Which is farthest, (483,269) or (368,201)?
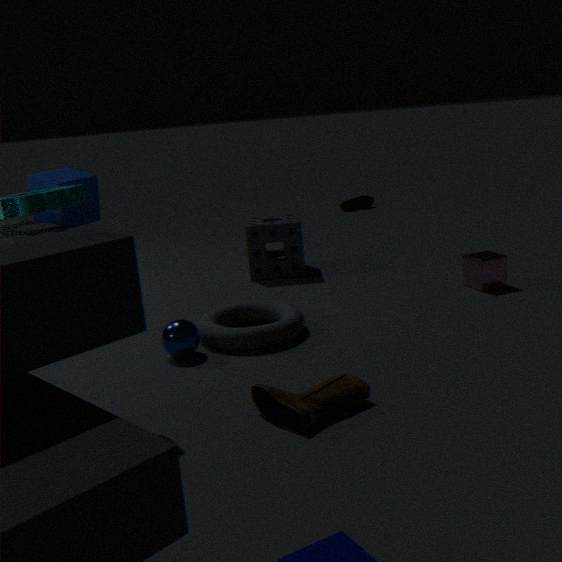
(368,201)
